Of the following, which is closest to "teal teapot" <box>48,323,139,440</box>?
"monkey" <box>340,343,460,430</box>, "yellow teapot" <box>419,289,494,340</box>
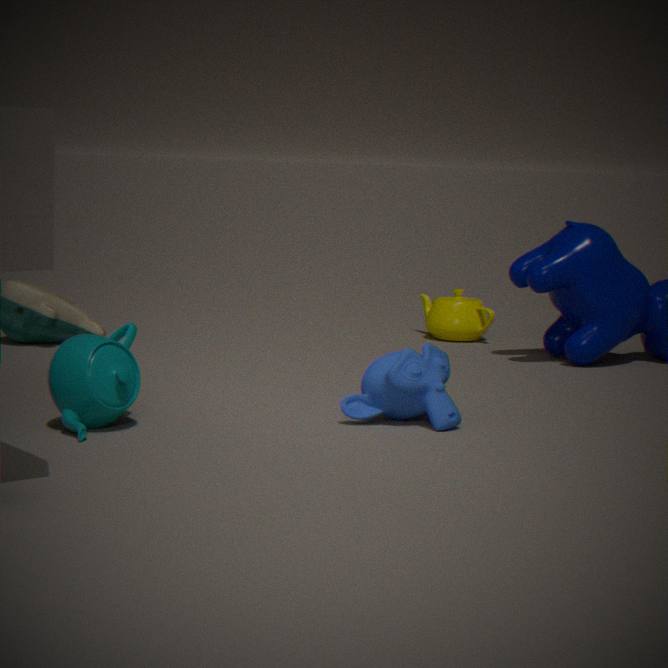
"monkey" <box>340,343,460,430</box>
